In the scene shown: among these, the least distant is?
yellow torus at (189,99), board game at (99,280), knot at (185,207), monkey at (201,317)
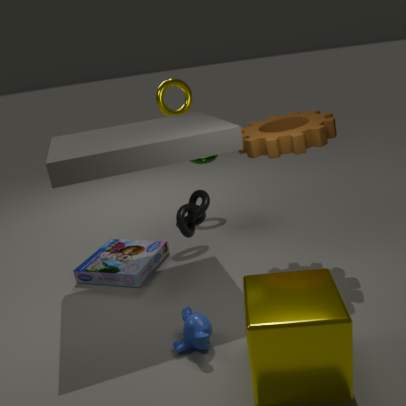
monkey at (201,317)
